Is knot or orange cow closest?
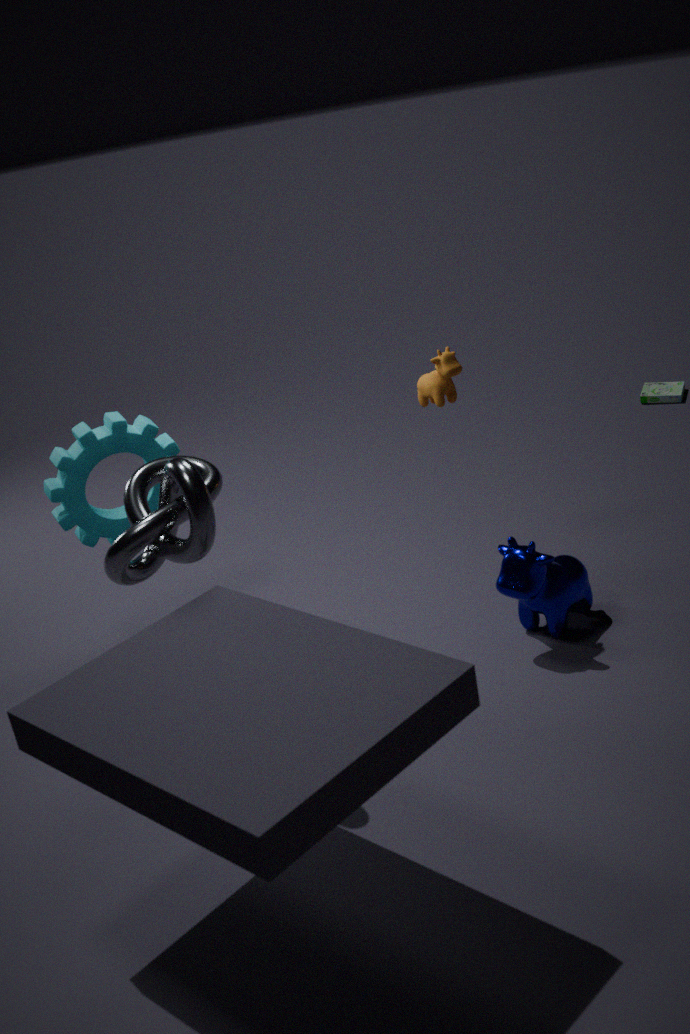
knot
